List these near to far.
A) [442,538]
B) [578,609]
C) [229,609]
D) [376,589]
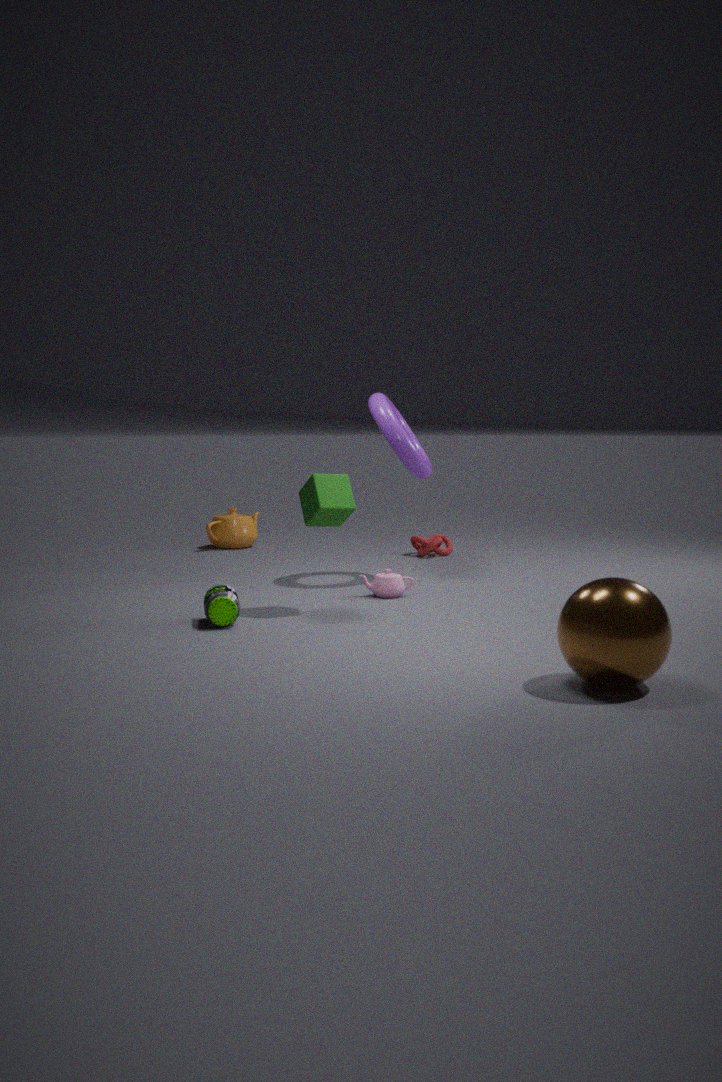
B. [578,609] < C. [229,609] < D. [376,589] < A. [442,538]
